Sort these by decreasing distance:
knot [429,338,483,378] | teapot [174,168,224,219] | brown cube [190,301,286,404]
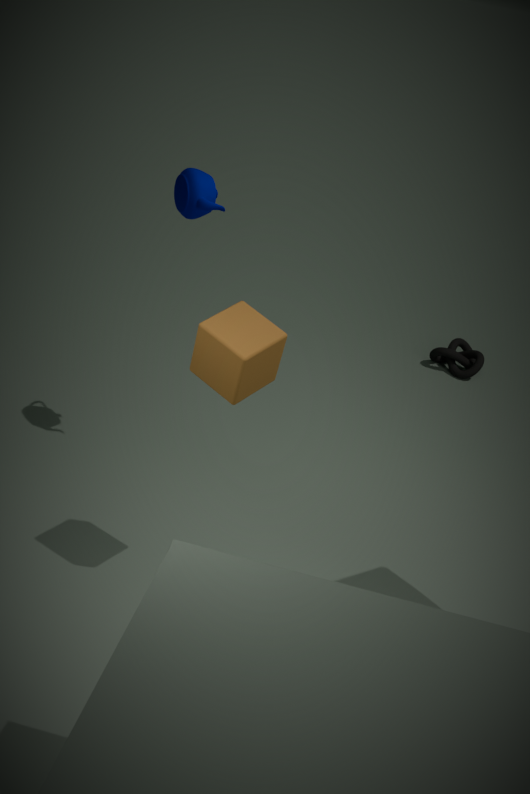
knot [429,338,483,378] → teapot [174,168,224,219] → brown cube [190,301,286,404]
